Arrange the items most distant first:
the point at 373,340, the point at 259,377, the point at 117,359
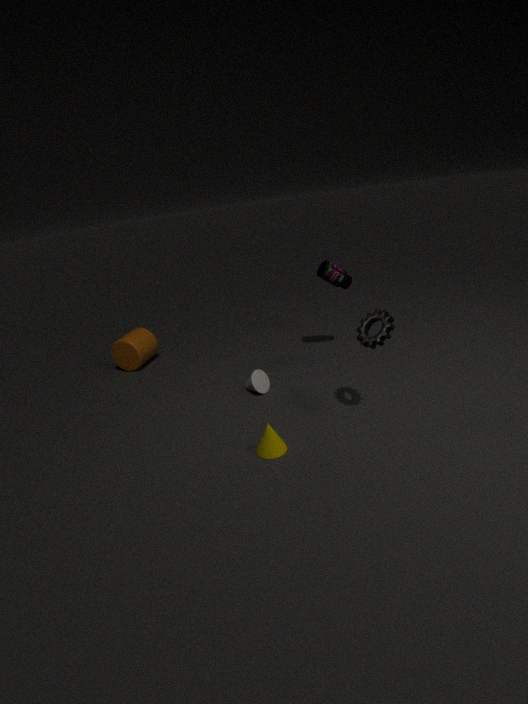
1. the point at 117,359
2. the point at 259,377
3. the point at 373,340
